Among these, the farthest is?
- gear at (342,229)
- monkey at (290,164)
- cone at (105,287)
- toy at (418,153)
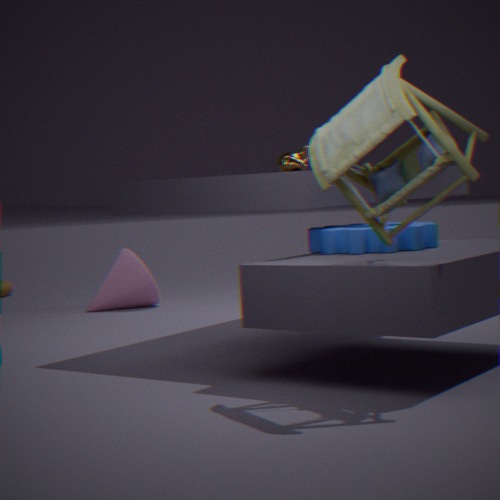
cone at (105,287)
